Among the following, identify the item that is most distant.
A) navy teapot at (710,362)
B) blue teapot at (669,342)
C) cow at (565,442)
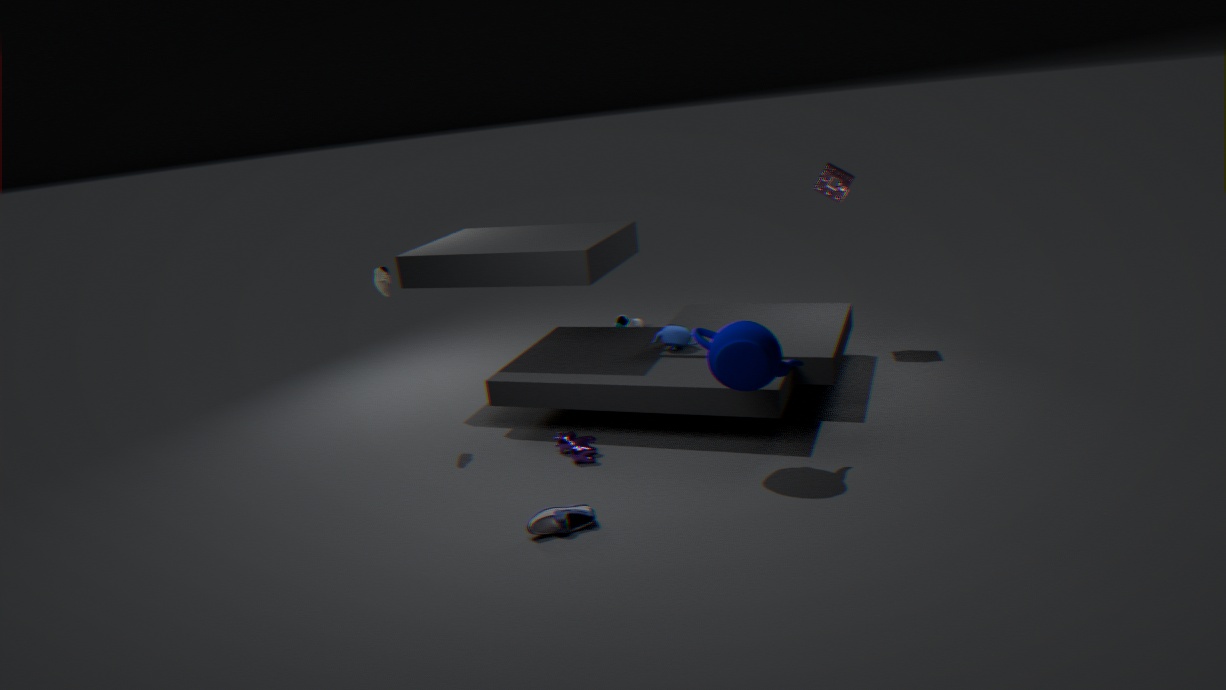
blue teapot at (669,342)
